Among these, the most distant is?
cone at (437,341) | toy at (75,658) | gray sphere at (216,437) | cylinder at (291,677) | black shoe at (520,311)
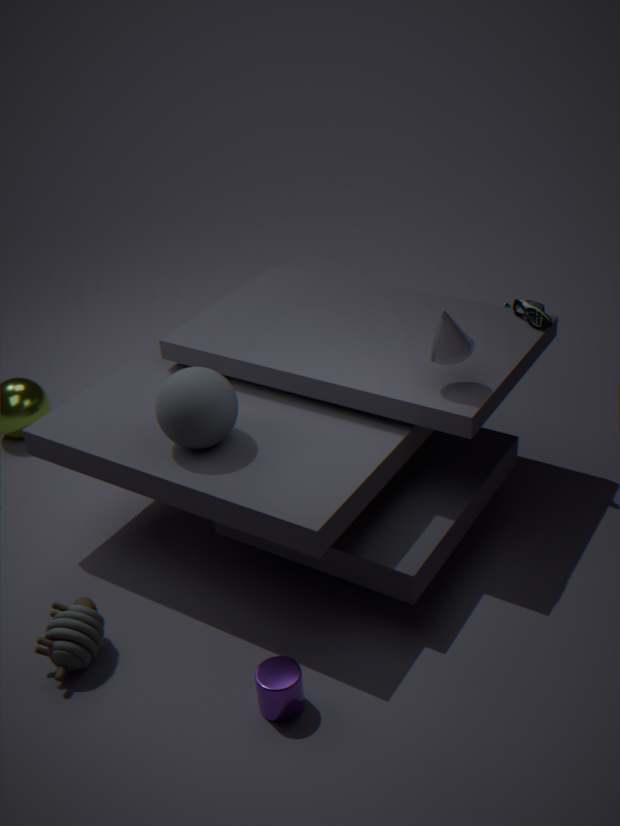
black shoe at (520,311)
